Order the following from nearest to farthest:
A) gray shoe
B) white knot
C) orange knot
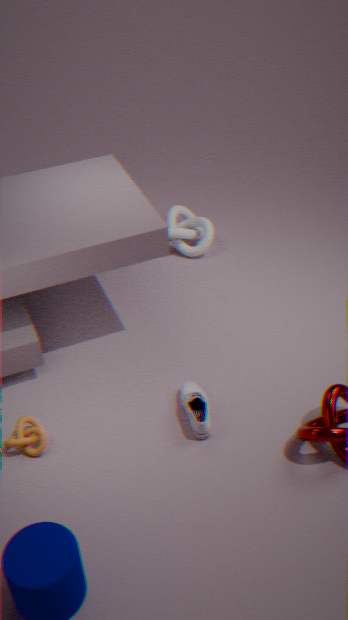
1. orange knot
2. gray shoe
3. white knot
